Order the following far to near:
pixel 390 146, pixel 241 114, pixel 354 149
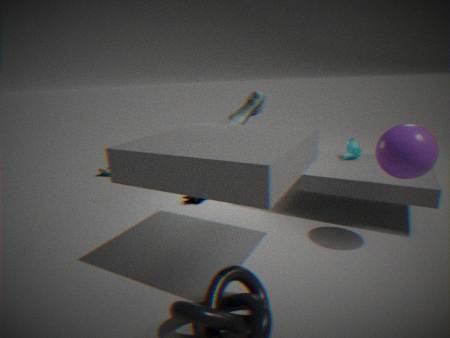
pixel 241 114 < pixel 354 149 < pixel 390 146
